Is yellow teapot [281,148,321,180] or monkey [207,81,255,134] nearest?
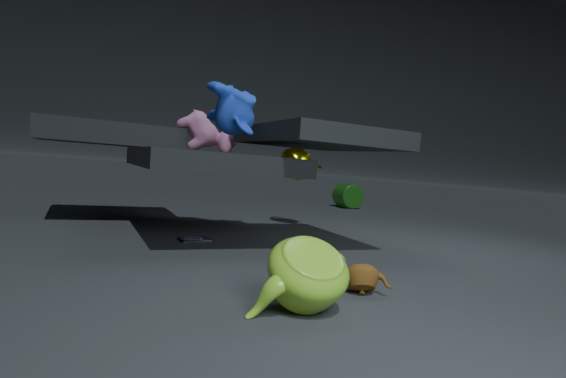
monkey [207,81,255,134]
